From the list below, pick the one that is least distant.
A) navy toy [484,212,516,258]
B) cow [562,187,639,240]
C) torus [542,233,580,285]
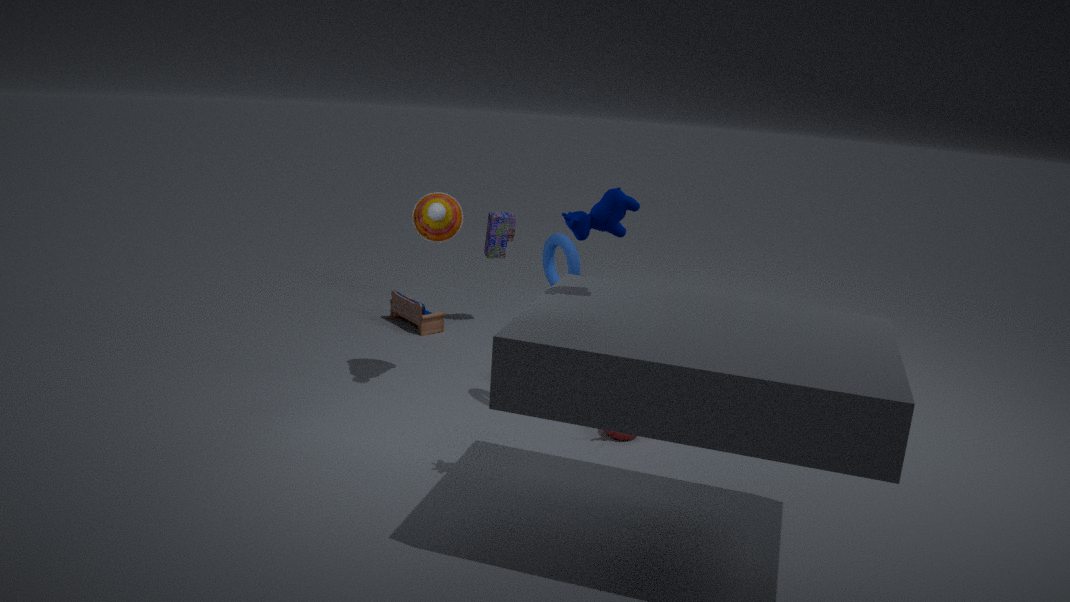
cow [562,187,639,240]
